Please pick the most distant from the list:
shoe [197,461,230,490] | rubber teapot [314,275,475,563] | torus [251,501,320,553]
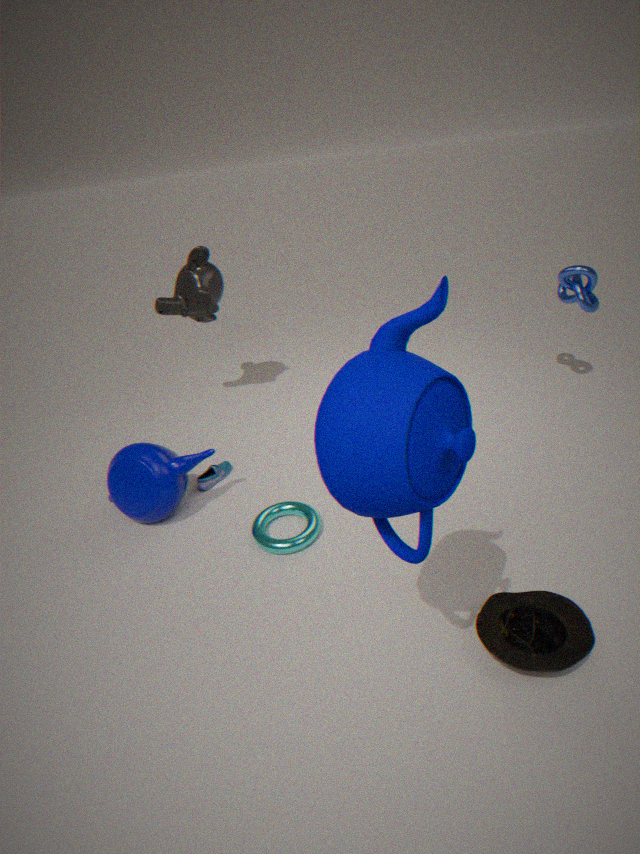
shoe [197,461,230,490]
